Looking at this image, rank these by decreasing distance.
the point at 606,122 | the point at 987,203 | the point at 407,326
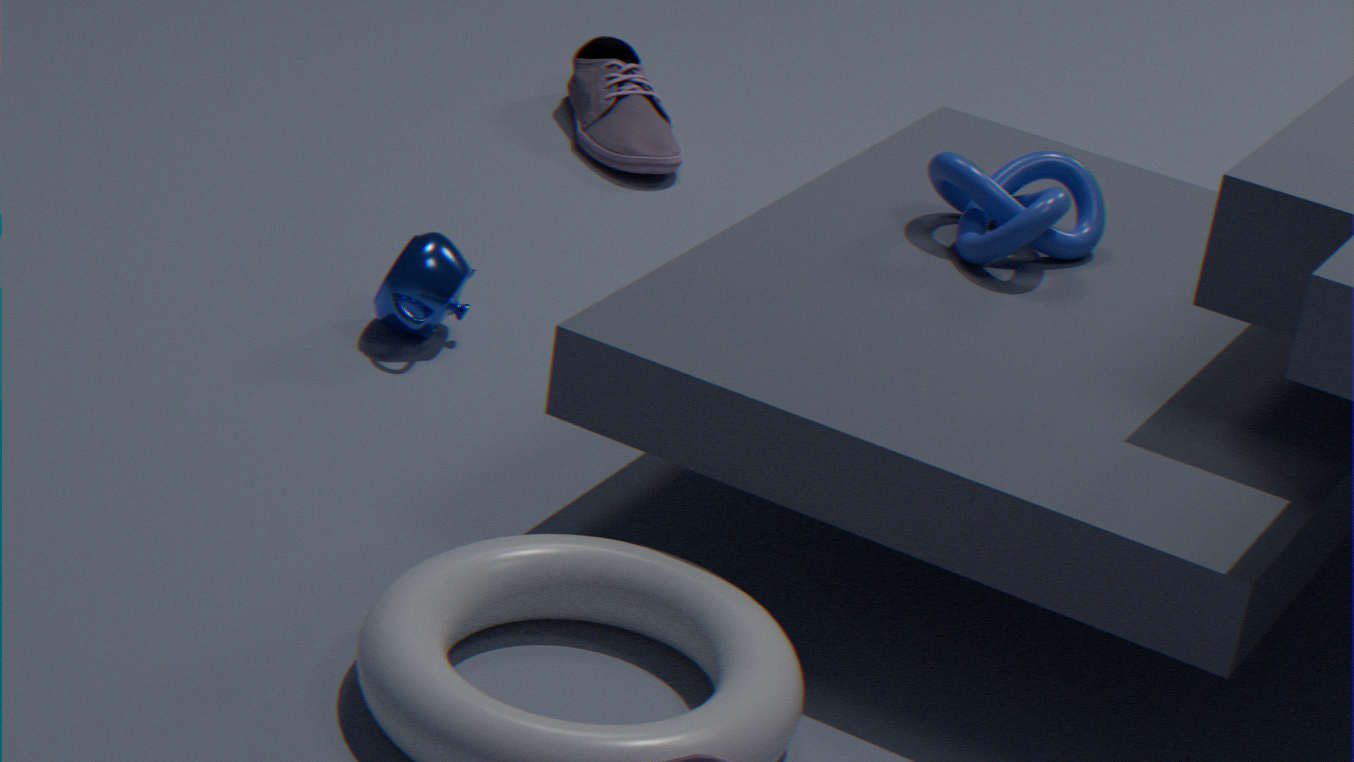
the point at 606,122, the point at 407,326, the point at 987,203
